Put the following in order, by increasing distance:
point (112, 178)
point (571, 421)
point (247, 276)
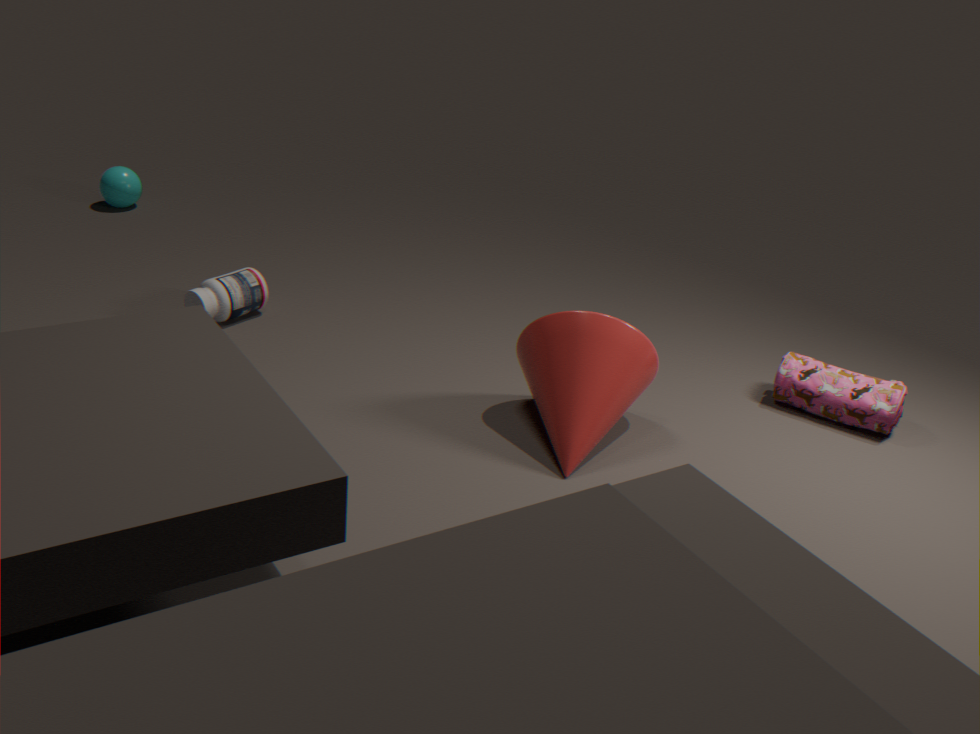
point (571, 421) < point (247, 276) < point (112, 178)
